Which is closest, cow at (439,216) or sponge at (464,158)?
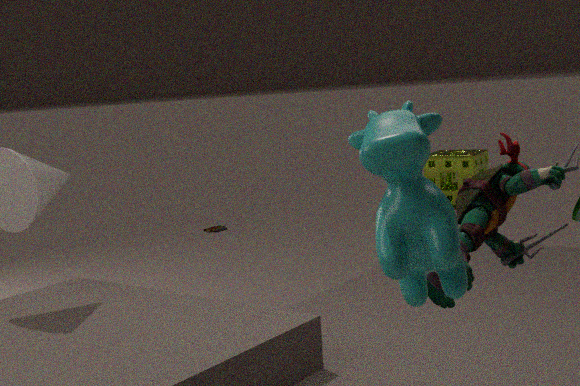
cow at (439,216)
